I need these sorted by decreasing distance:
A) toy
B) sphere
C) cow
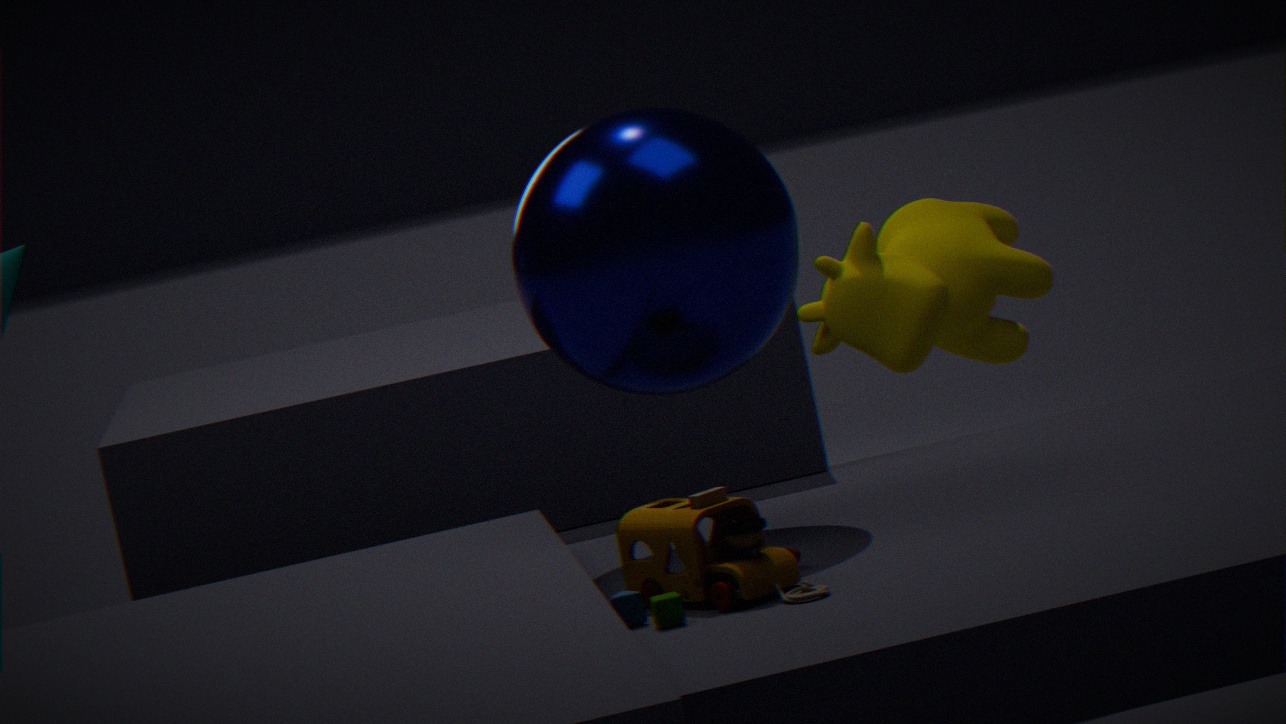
cow, sphere, toy
